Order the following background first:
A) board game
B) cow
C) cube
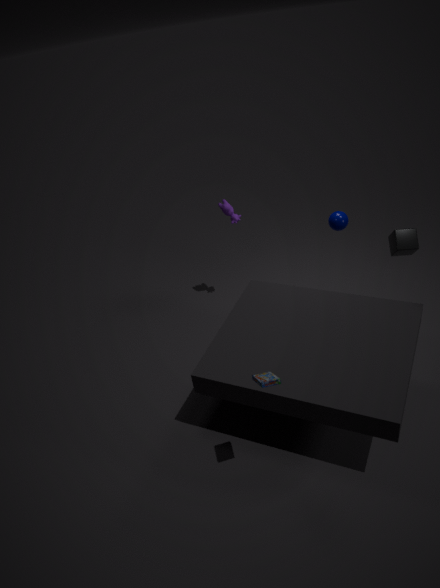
cow < cube < board game
